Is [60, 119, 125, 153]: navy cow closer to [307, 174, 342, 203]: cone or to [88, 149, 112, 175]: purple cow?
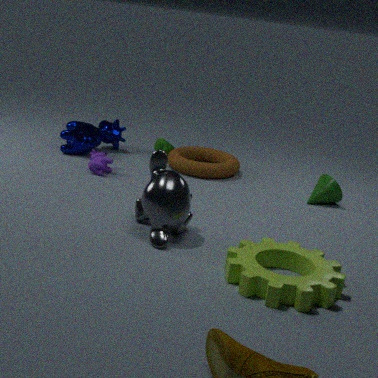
[88, 149, 112, 175]: purple cow
